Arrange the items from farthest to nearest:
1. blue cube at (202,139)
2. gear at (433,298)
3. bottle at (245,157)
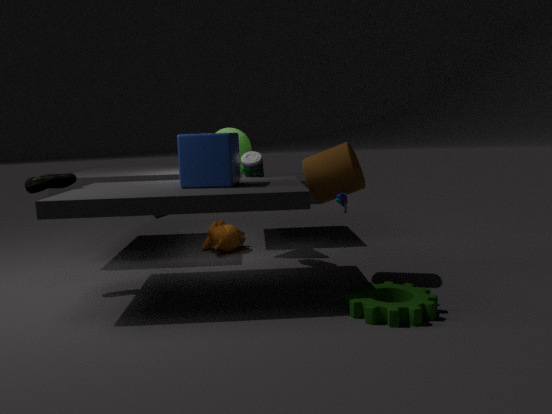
bottle at (245,157) → blue cube at (202,139) → gear at (433,298)
